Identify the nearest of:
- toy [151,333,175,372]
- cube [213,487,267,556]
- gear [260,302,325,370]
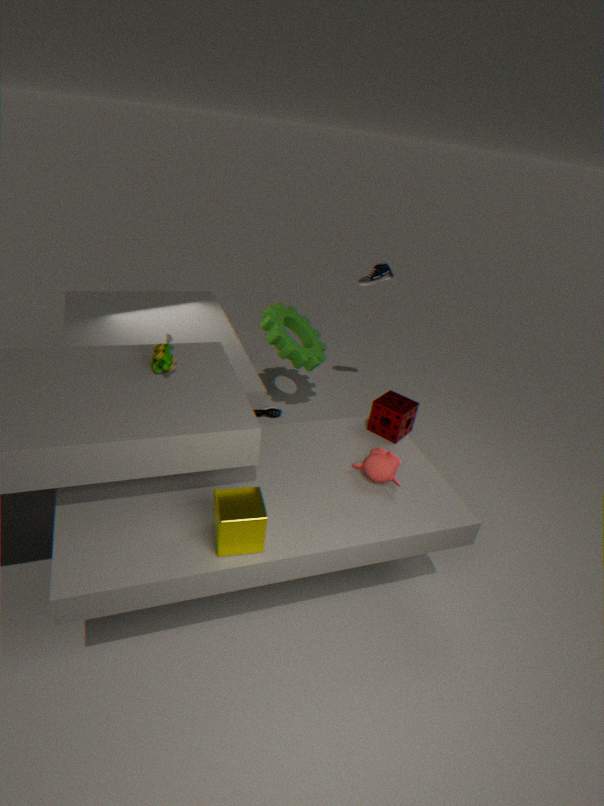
cube [213,487,267,556]
